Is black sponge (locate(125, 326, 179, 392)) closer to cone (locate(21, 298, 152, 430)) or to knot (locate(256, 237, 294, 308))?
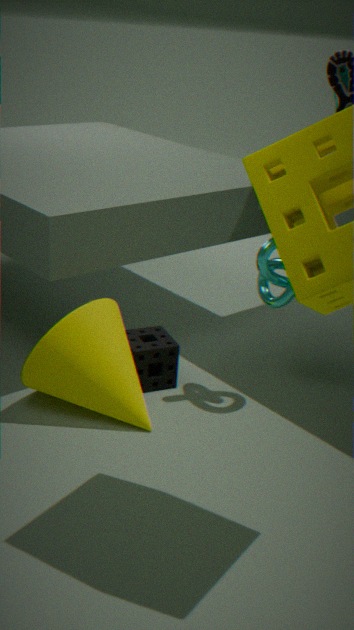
cone (locate(21, 298, 152, 430))
